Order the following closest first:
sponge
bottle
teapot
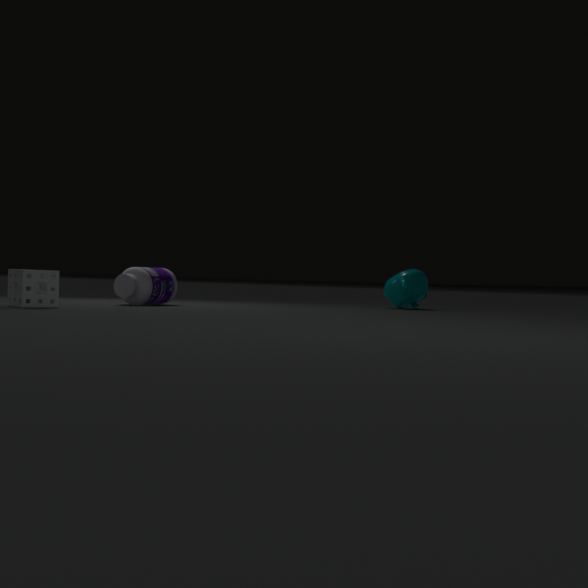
sponge, bottle, teapot
